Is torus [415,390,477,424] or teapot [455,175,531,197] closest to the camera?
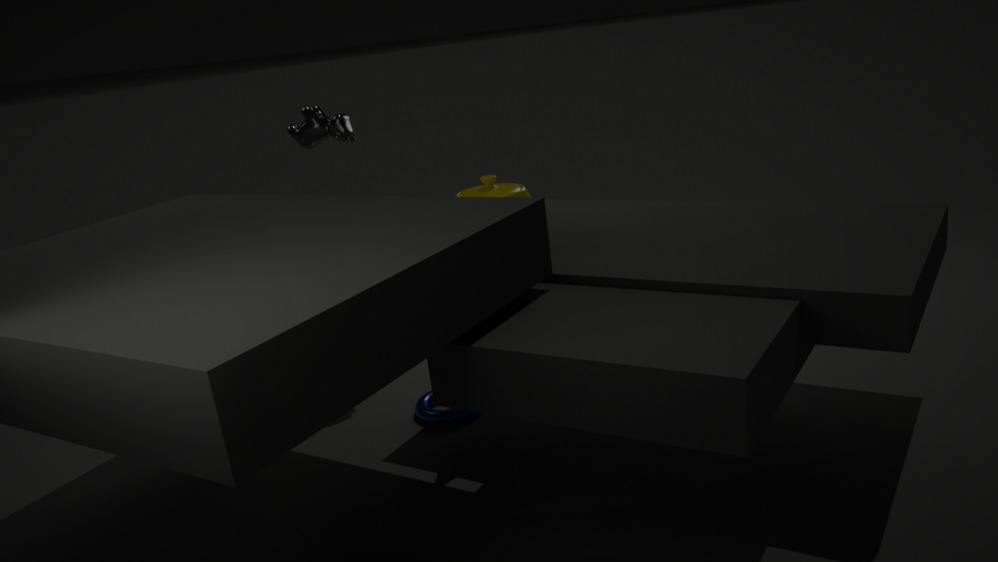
teapot [455,175,531,197]
